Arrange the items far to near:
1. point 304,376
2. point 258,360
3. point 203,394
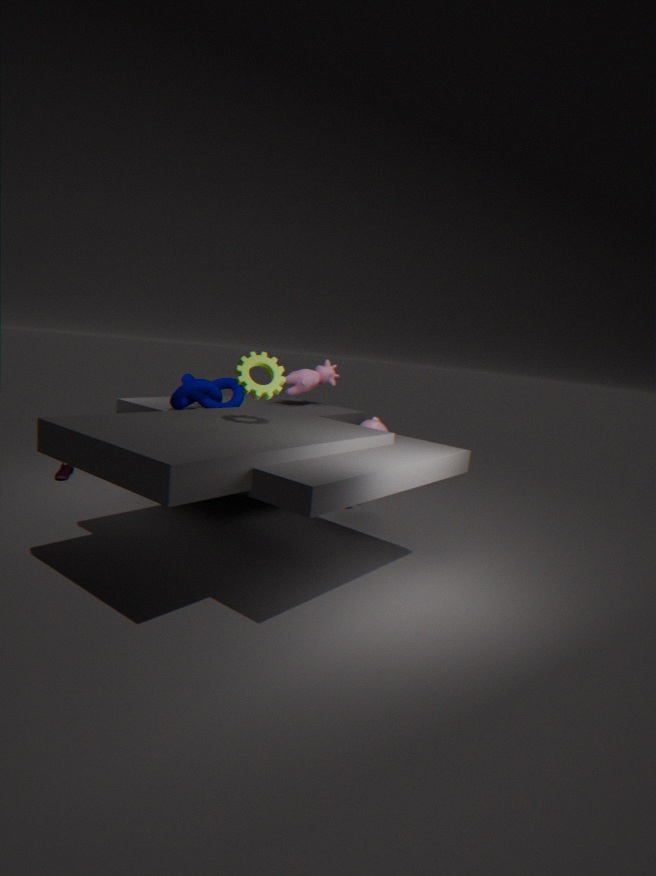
point 304,376 → point 203,394 → point 258,360
